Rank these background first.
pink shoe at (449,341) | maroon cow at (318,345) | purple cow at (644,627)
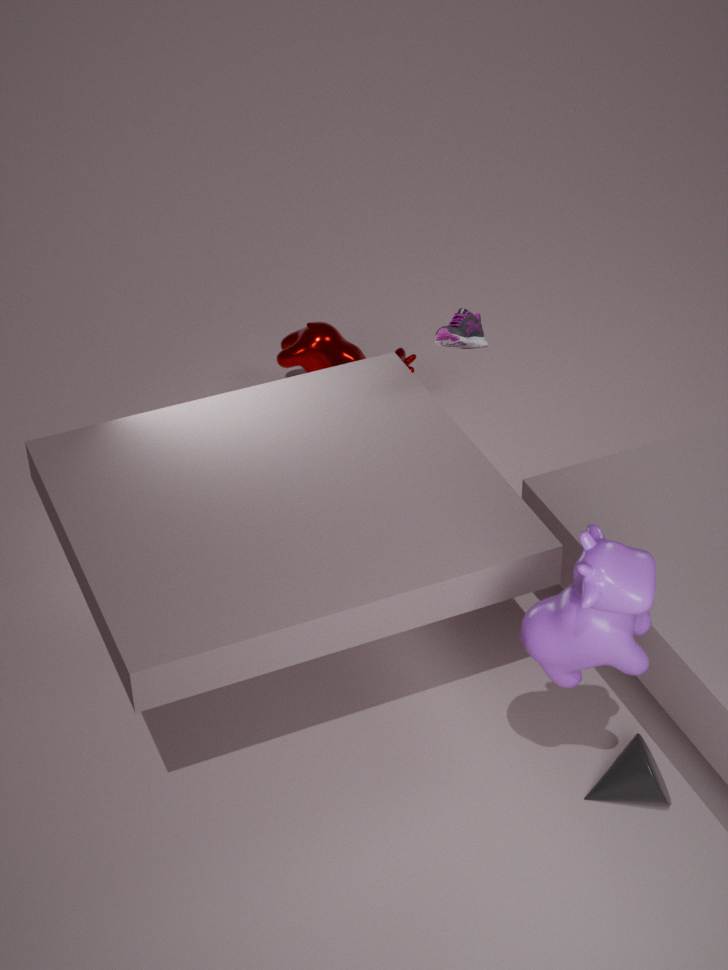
maroon cow at (318,345) < pink shoe at (449,341) < purple cow at (644,627)
